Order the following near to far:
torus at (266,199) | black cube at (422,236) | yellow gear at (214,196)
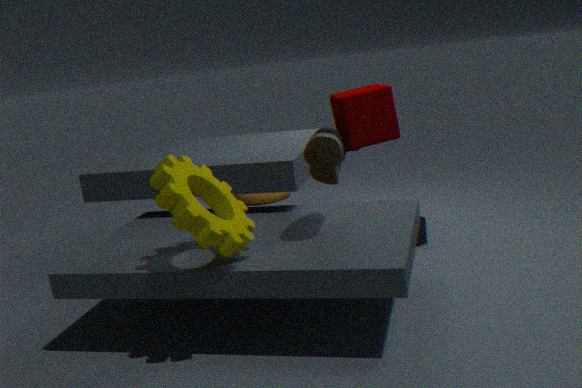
yellow gear at (214,196)
black cube at (422,236)
torus at (266,199)
